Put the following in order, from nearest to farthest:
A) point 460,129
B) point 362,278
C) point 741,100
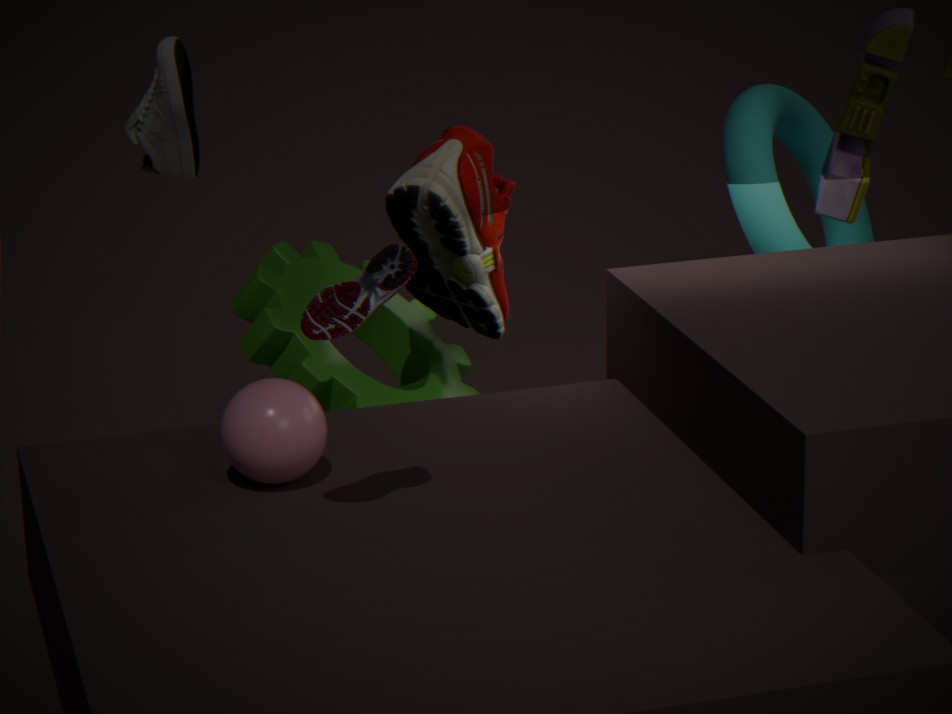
point 362,278, point 460,129, point 741,100
